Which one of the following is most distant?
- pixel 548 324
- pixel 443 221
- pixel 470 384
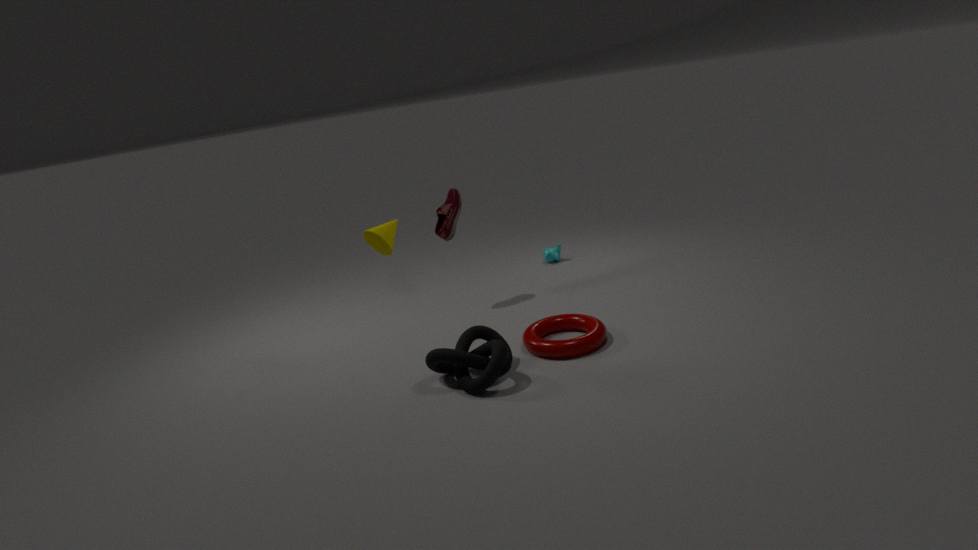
pixel 443 221
